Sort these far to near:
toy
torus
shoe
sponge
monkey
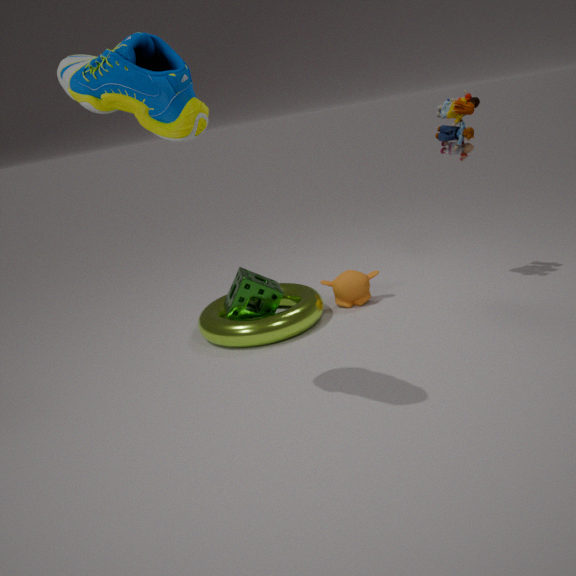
monkey
sponge
torus
toy
shoe
